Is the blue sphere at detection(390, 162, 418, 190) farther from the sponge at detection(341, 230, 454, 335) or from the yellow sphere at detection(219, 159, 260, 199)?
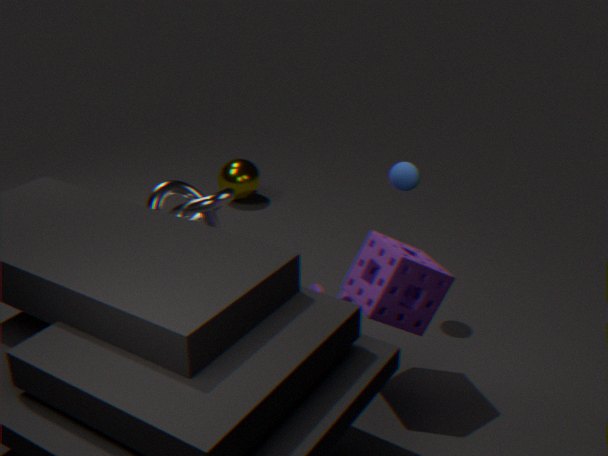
the yellow sphere at detection(219, 159, 260, 199)
